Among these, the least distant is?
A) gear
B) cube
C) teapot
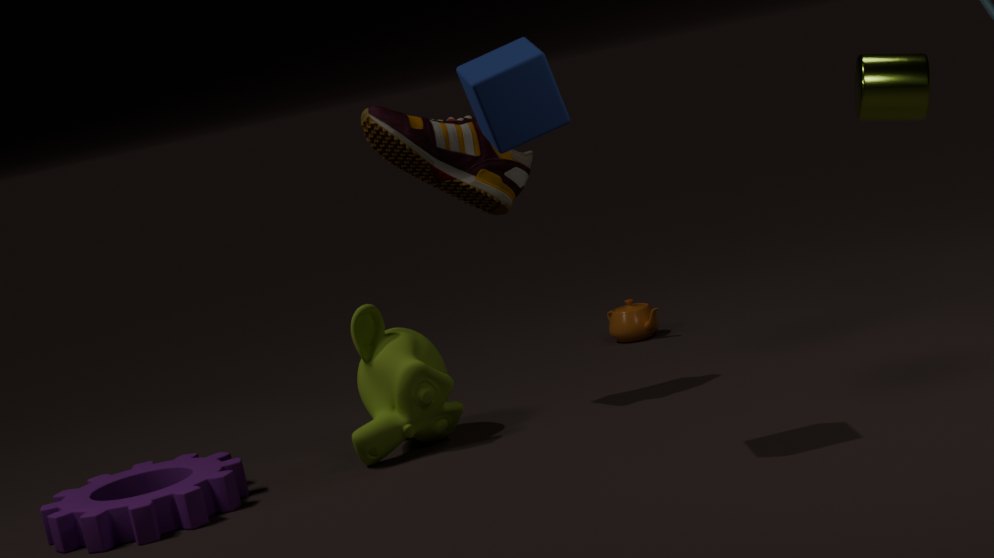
cube
